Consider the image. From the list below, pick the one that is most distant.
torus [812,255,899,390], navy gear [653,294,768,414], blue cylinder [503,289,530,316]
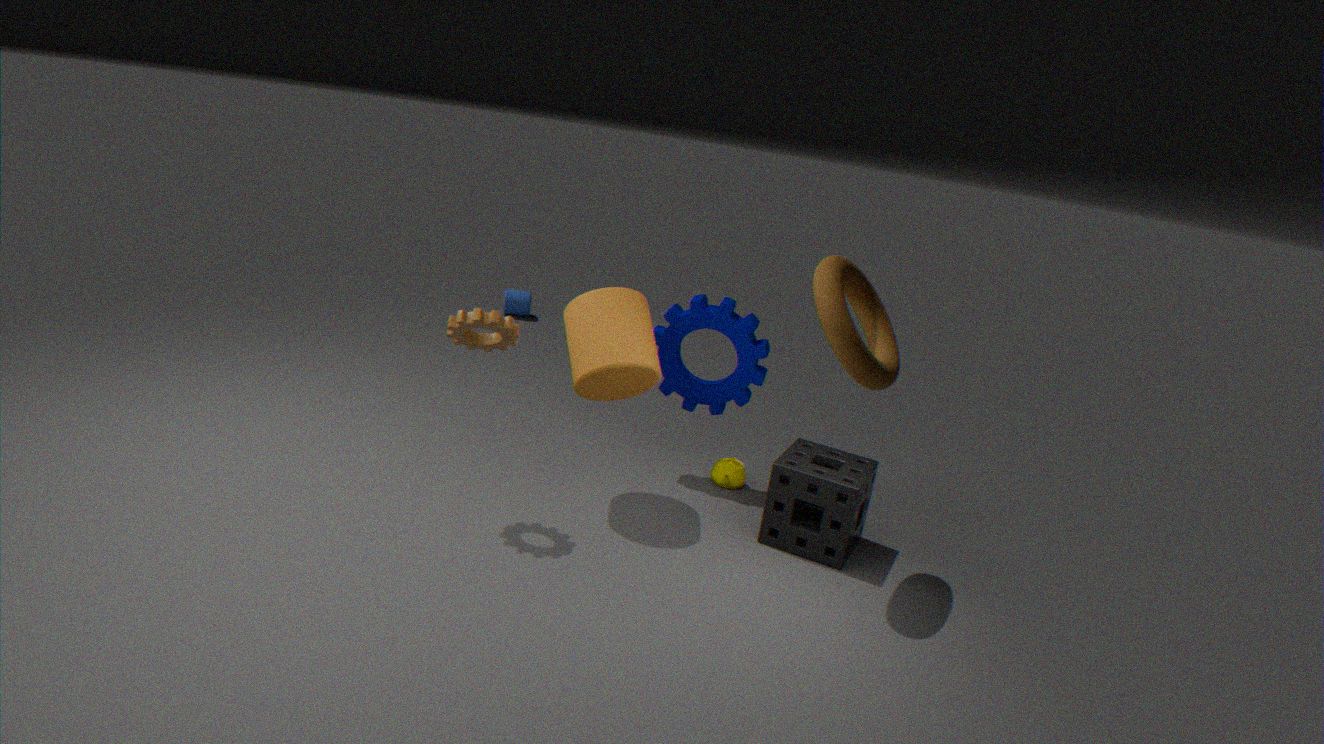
blue cylinder [503,289,530,316]
